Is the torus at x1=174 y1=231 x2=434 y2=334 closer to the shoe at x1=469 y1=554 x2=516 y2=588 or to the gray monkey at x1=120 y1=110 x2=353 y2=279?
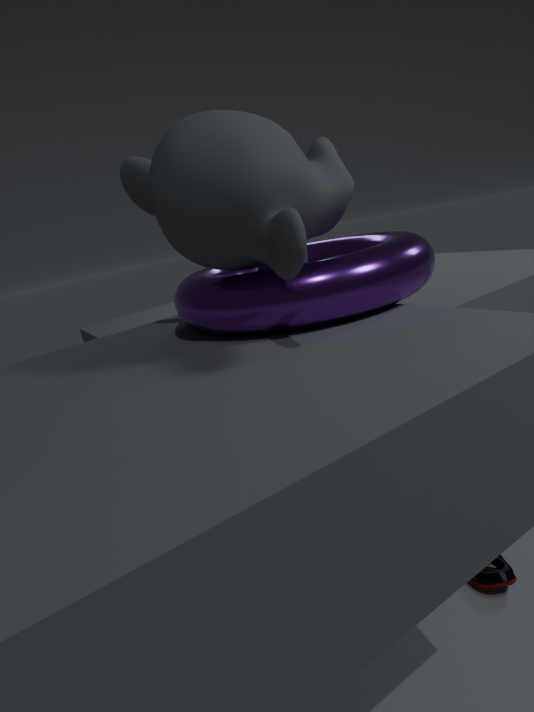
the gray monkey at x1=120 y1=110 x2=353 y2=279
